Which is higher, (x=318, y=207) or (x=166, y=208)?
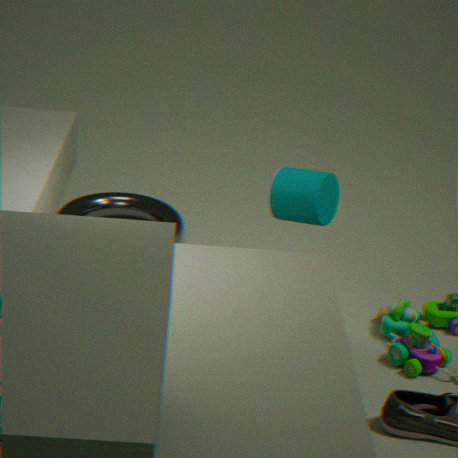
(x=318, y=207)
